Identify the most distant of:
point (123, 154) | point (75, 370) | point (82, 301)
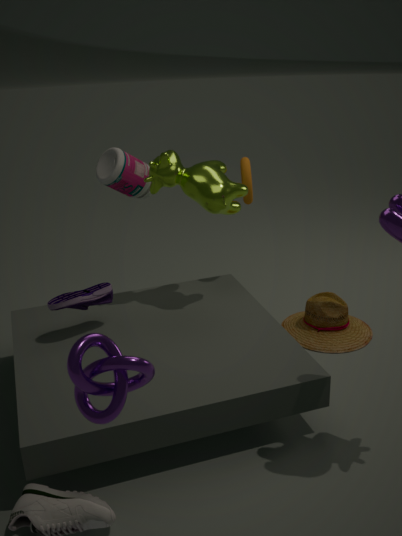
point (123, 154)
